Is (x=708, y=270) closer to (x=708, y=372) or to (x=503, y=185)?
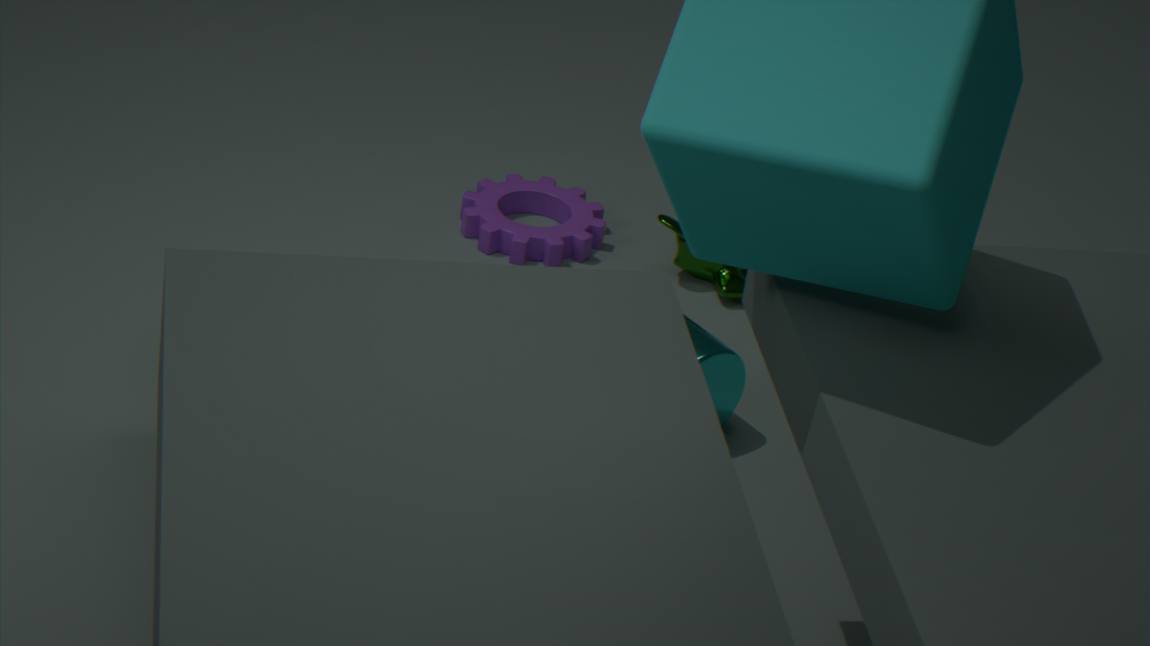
(x=503, y=185)
